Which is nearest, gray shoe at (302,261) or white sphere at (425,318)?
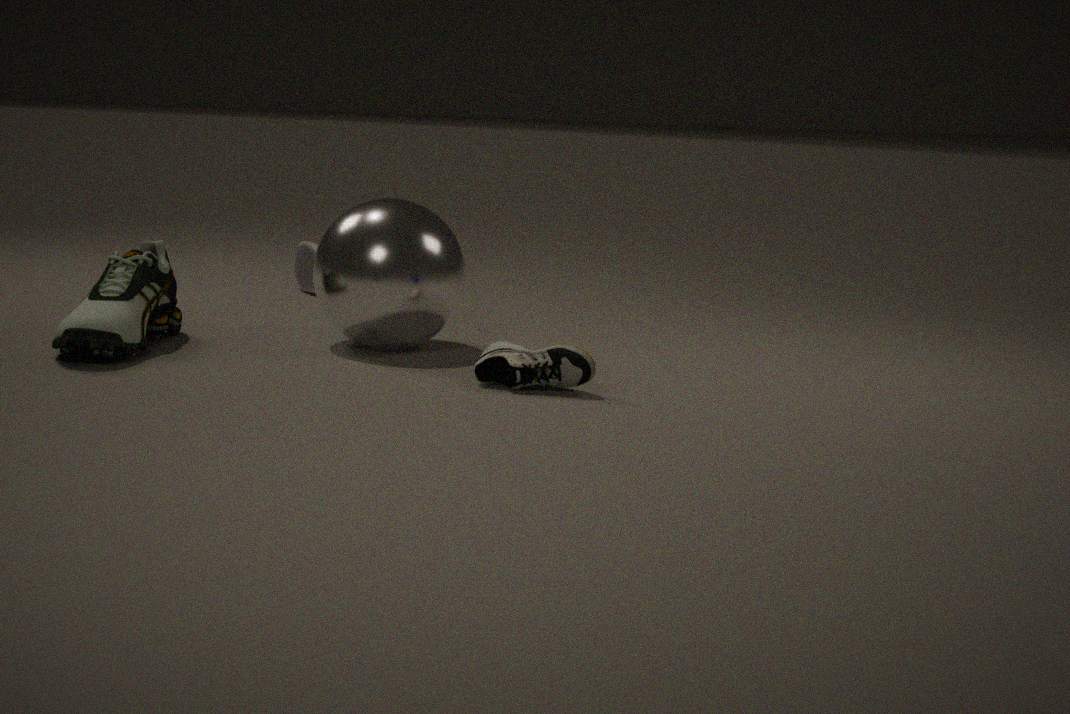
white sphere at (425,318)
